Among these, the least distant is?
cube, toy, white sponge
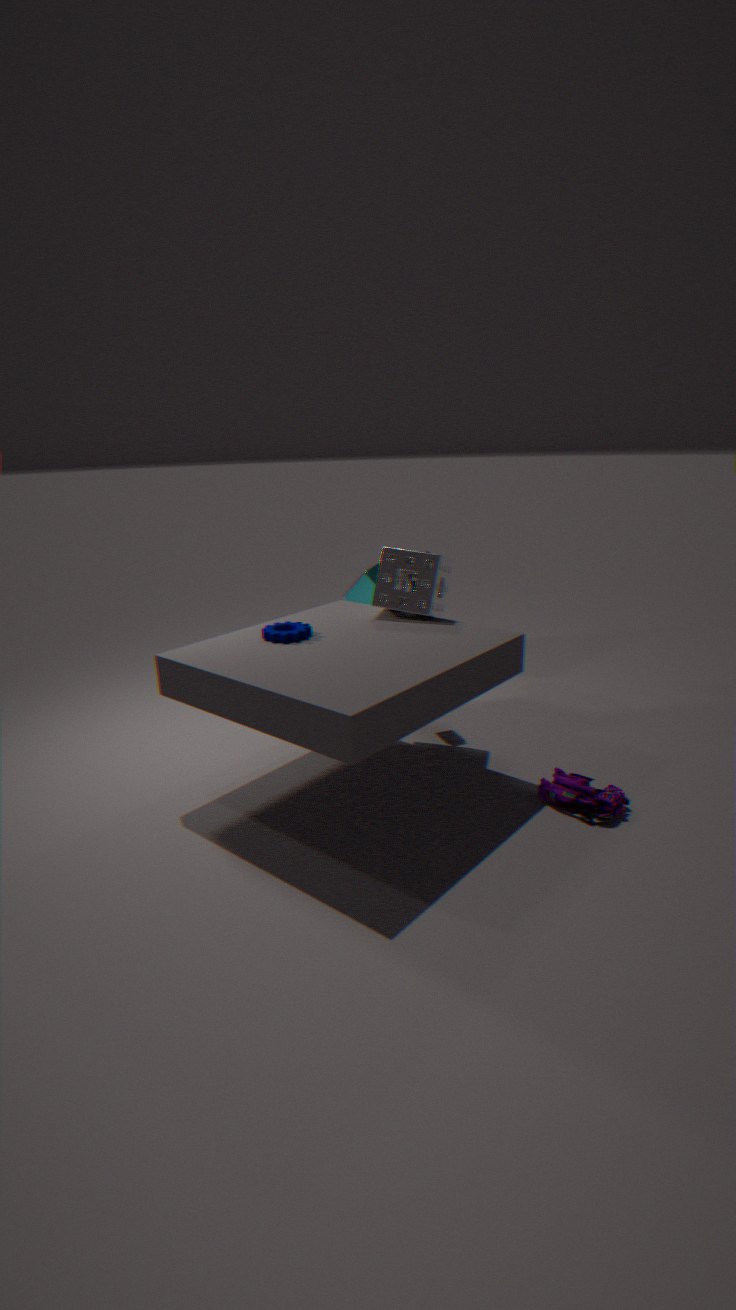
toy
